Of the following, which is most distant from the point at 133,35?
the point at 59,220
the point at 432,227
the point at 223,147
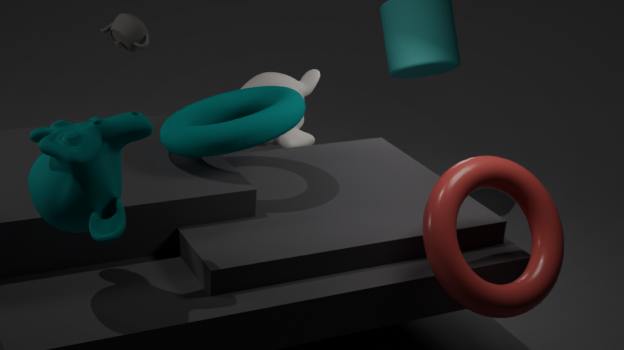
the point at 432,227
